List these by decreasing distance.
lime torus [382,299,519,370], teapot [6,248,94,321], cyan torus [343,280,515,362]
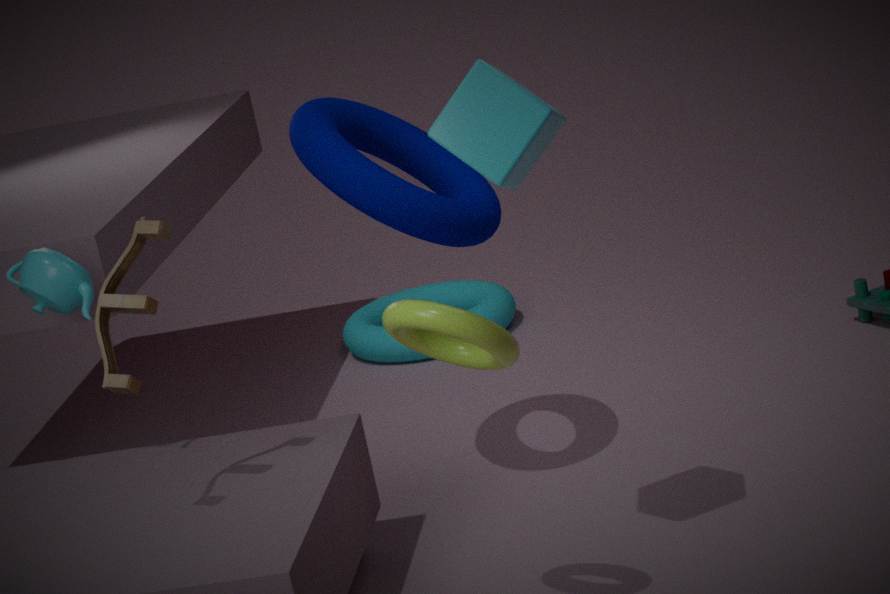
cyan torus [343,280,515,362]
teapot [6,248,94,321]
lime torus [382,299,519,370]
